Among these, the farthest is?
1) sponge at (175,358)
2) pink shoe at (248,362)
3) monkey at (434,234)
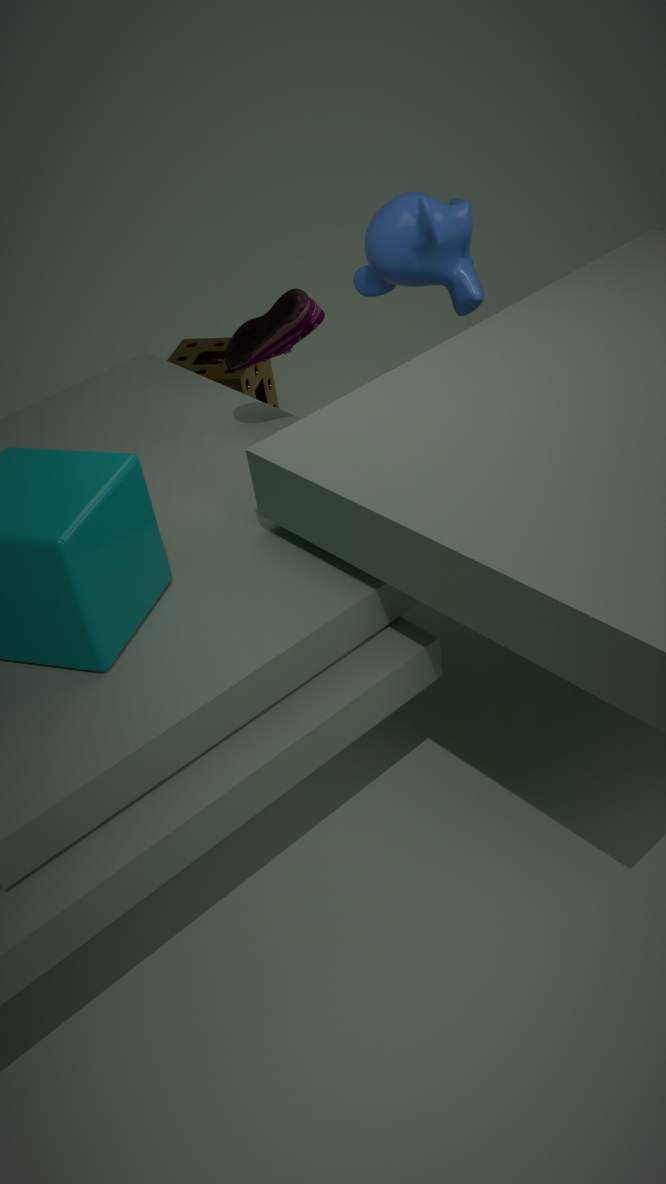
1. sponge at (175,358)
